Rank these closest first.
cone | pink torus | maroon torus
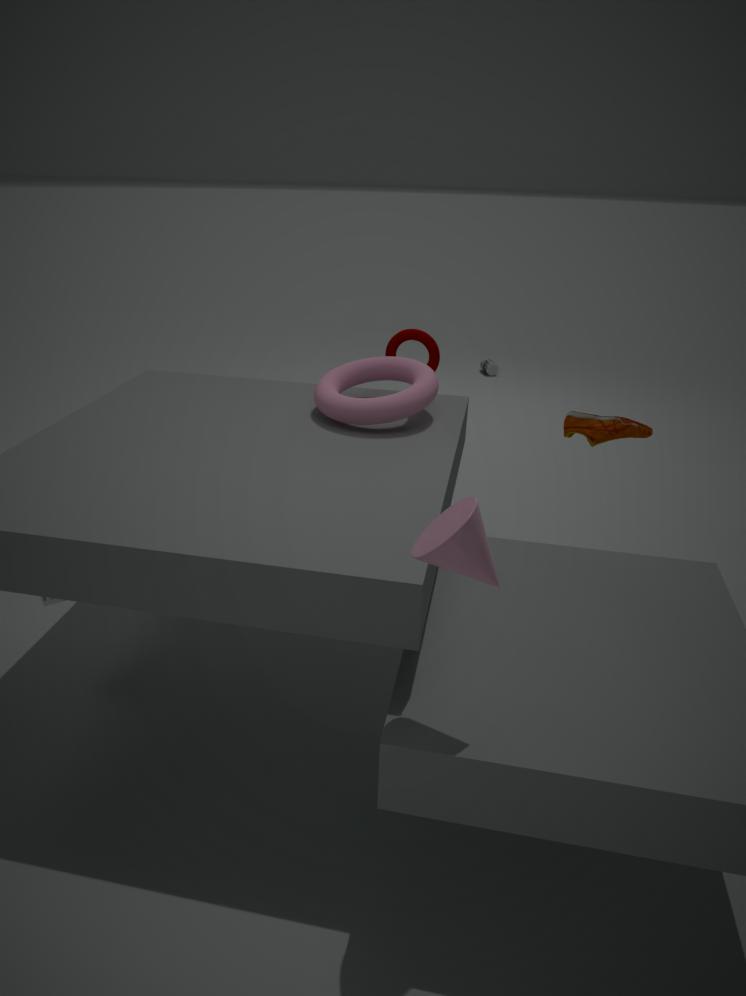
cone, pink torus, maroon torus
